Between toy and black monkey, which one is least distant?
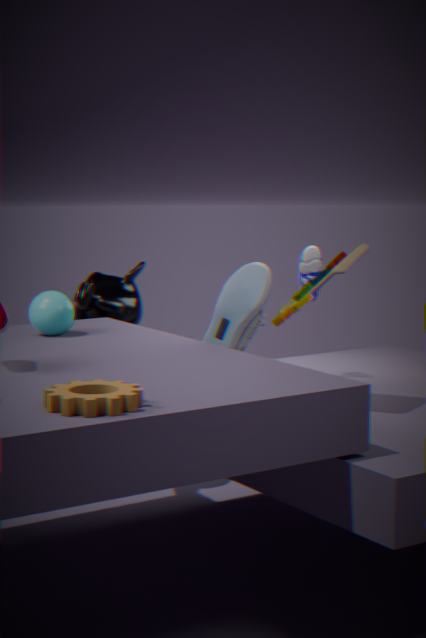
toy
